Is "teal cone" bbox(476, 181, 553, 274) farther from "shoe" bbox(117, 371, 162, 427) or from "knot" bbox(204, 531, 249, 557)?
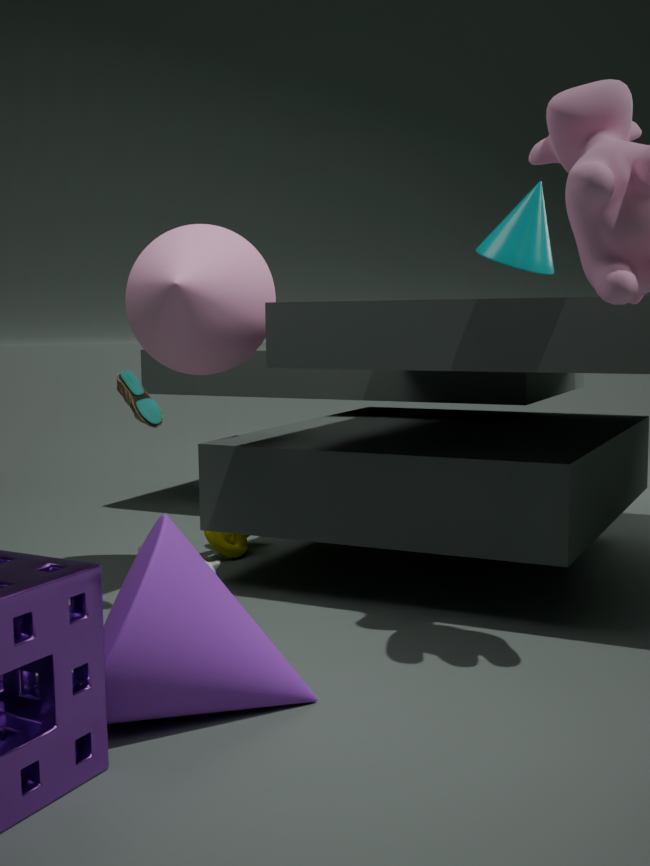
"knot" bbox(204, 531, 249, 557)
